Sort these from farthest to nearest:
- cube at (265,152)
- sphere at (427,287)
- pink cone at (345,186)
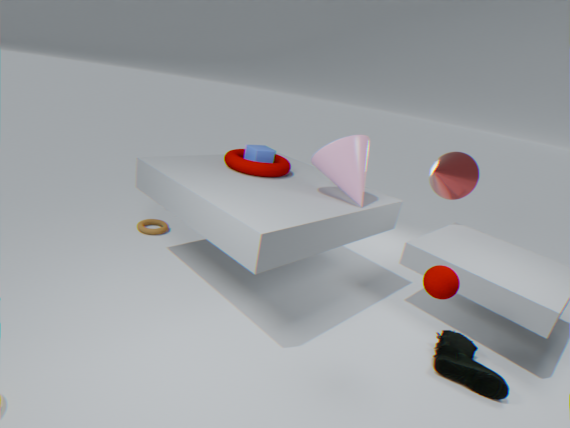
cube at (265,152) → pink cone at (345,186) → sphere at (427,287)
